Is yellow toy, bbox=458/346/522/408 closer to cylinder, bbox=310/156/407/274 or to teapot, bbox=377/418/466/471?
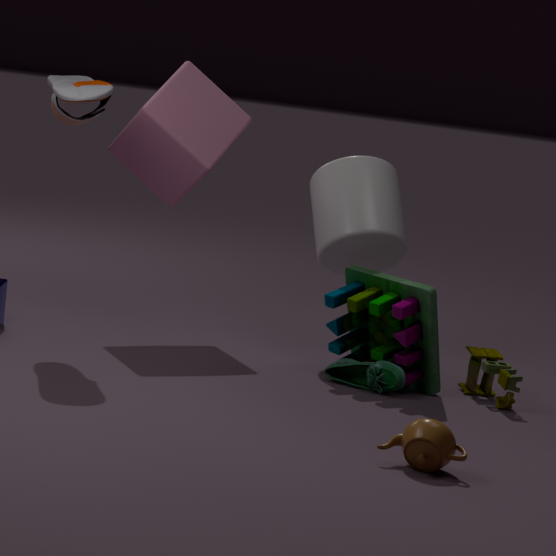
cylinder, bbox=310/156/407/274
